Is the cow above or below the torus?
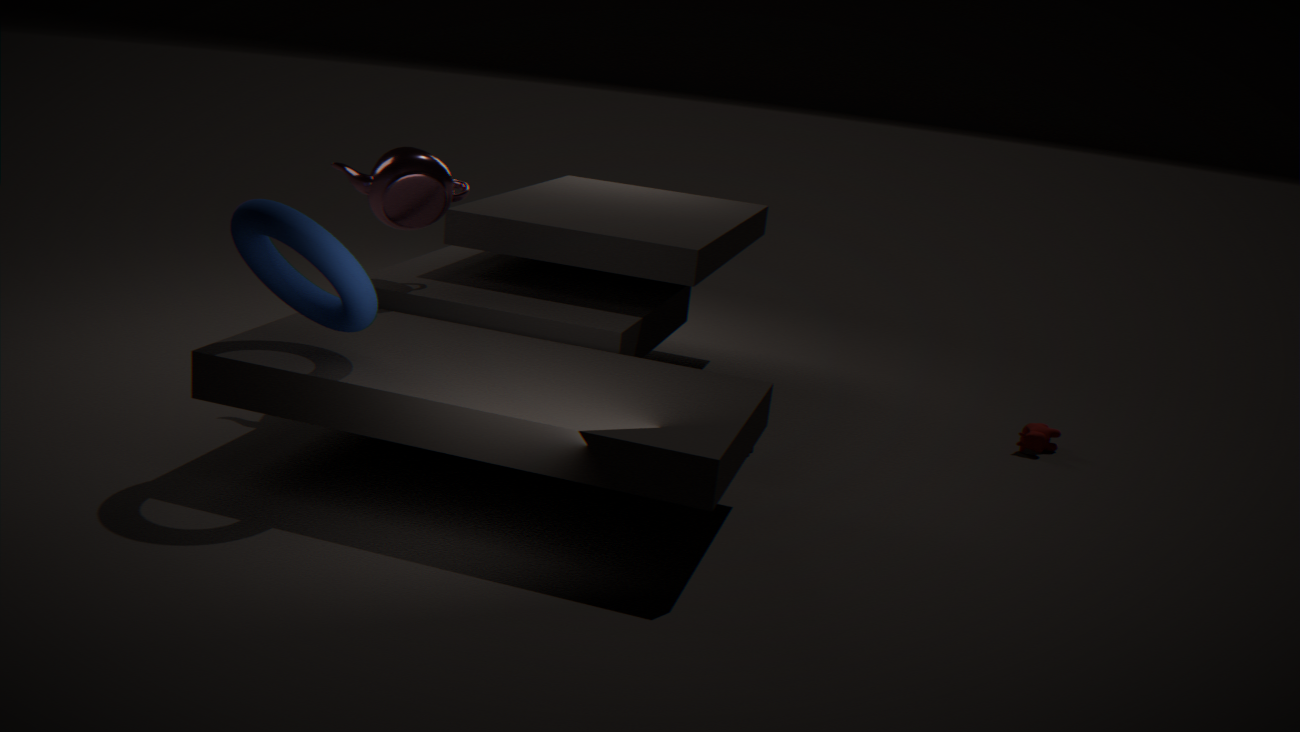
Answer: below
